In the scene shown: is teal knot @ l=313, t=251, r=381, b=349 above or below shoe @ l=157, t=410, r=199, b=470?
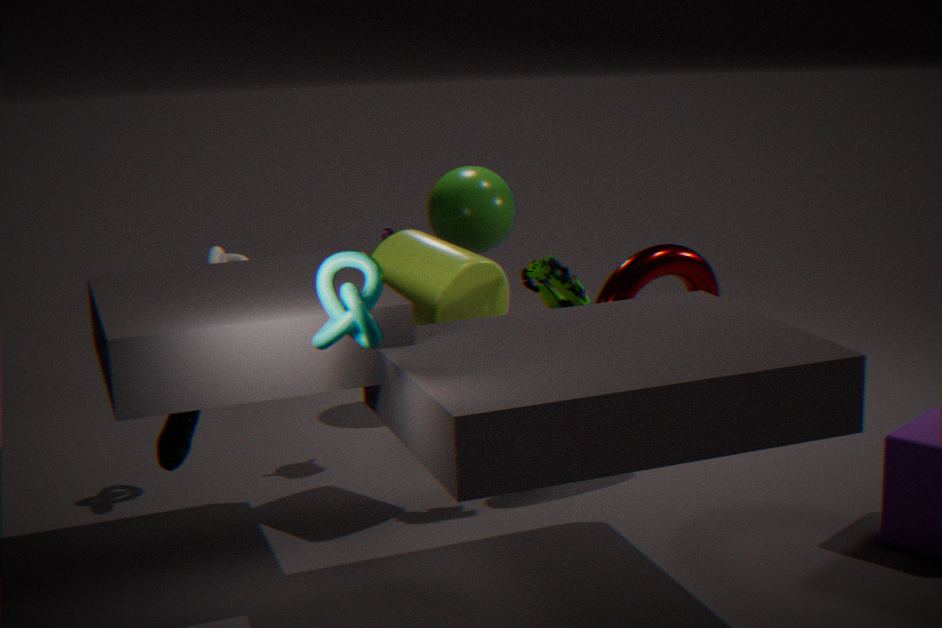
above
